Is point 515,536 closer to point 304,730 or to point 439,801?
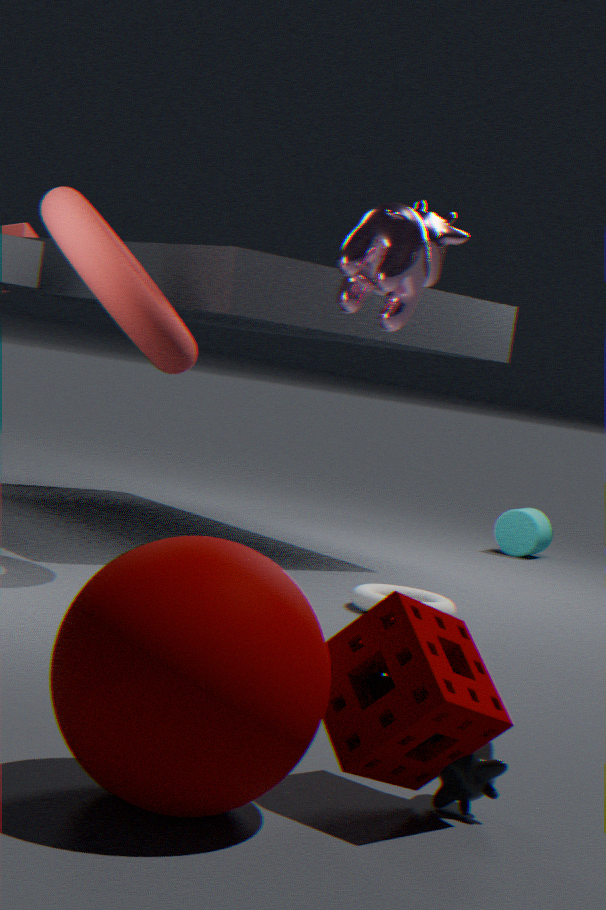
point 439,801
